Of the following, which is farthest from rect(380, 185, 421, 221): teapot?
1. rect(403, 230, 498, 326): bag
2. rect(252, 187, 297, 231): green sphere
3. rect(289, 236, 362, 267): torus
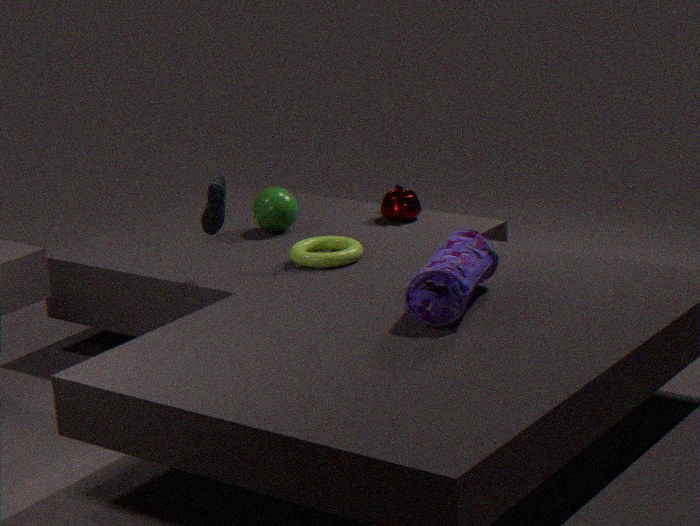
rect(403, 230, 498, 326): bag
